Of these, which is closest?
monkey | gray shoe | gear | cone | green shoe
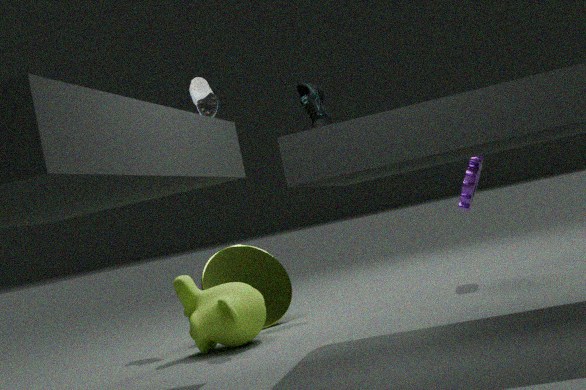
monkey
